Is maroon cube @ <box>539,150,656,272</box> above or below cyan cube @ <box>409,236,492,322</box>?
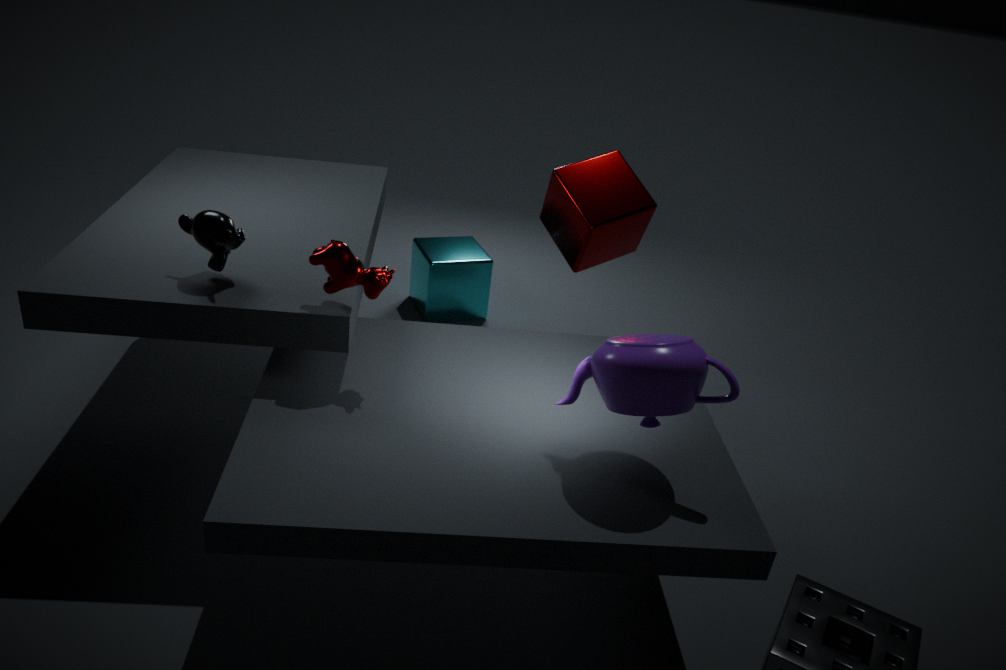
above
